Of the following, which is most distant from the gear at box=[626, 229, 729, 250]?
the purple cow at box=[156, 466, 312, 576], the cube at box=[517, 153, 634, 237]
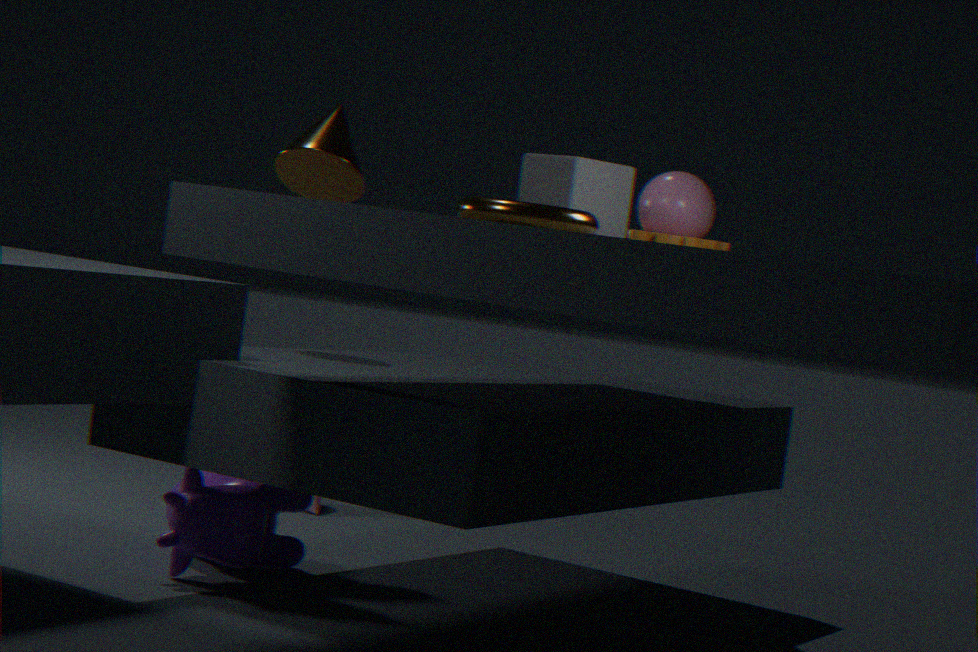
the purple cow at box=[156, 466, 312, 576]
